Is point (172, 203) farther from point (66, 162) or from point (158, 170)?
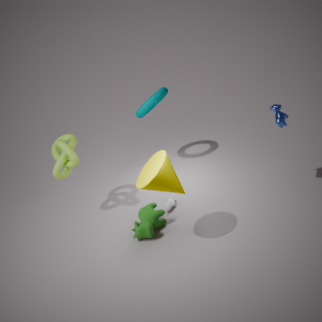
point (66, 162)
